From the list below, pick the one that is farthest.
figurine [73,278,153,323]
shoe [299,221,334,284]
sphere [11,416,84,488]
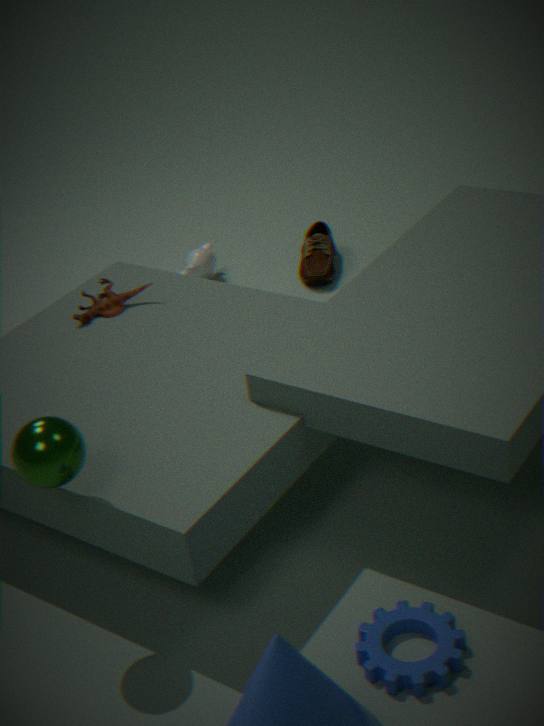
shoe [299,221,334,284]
